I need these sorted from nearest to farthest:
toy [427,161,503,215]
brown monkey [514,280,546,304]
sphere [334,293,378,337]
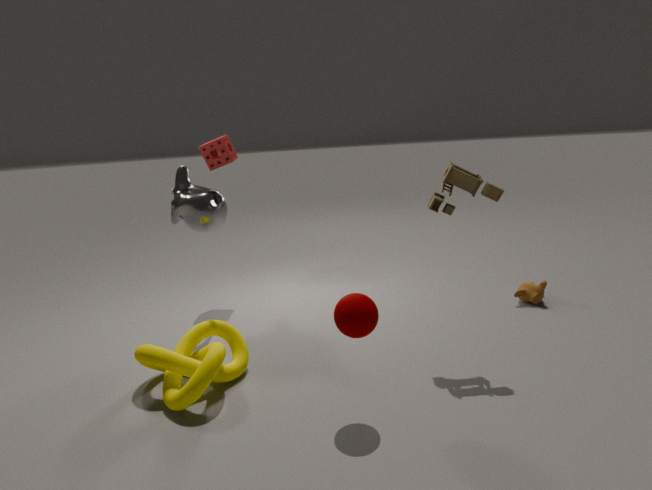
1. sphere [334,293,378,337]
2. toy [427,161,503,215]
3. brown monkey [514,280,546,304]
